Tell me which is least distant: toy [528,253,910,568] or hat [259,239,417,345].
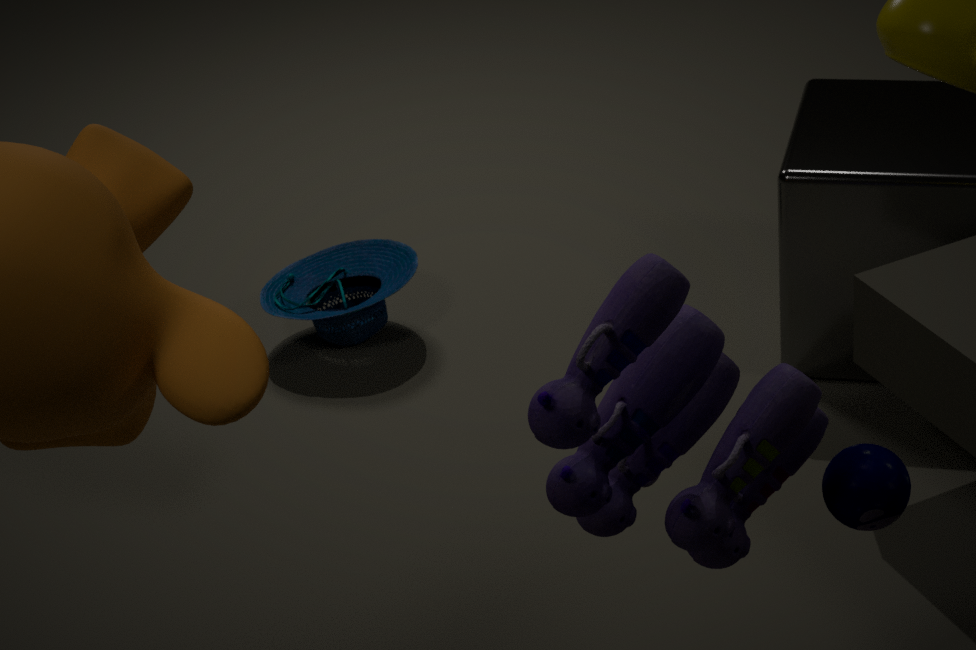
toy [528,253,910,568]
